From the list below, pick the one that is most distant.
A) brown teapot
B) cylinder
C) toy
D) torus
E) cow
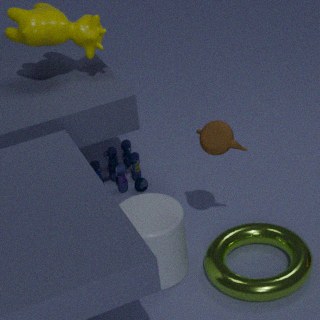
toy
